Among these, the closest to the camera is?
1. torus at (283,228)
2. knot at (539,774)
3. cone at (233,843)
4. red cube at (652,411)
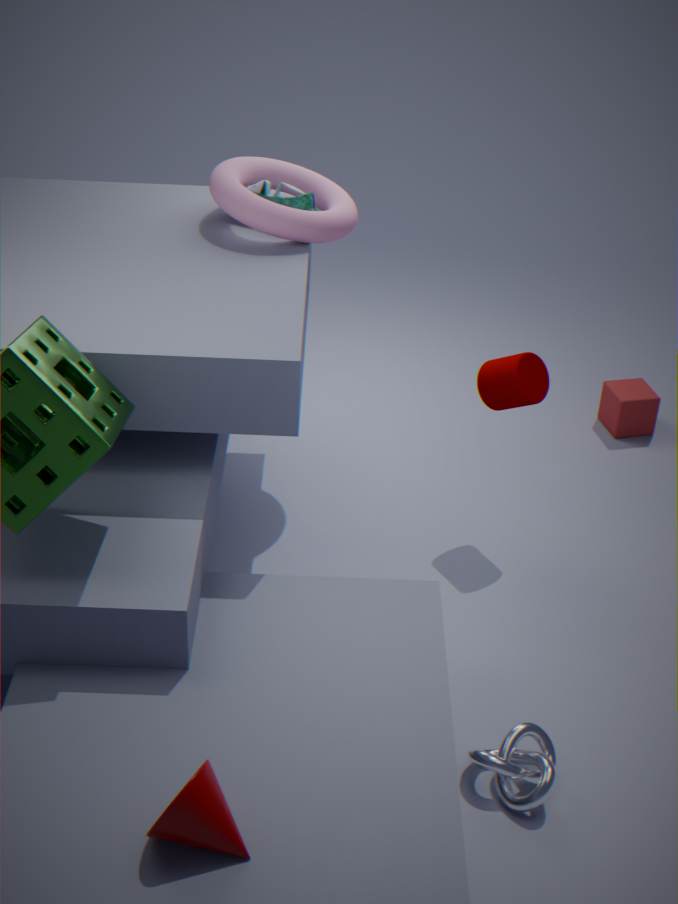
cone at (233,843)
